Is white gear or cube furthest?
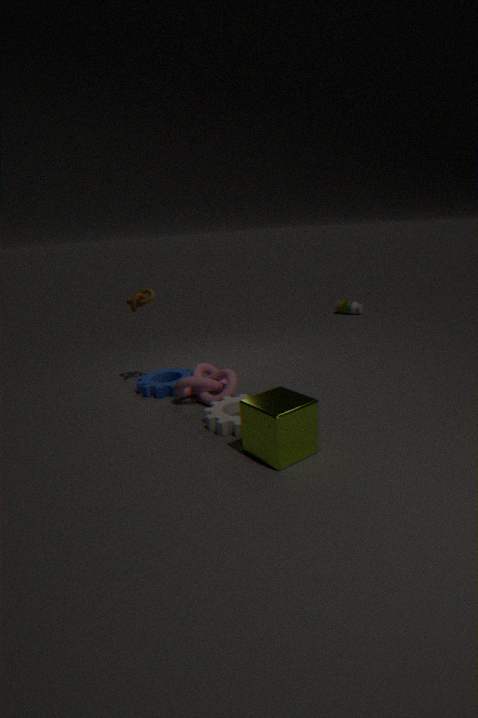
white gear
